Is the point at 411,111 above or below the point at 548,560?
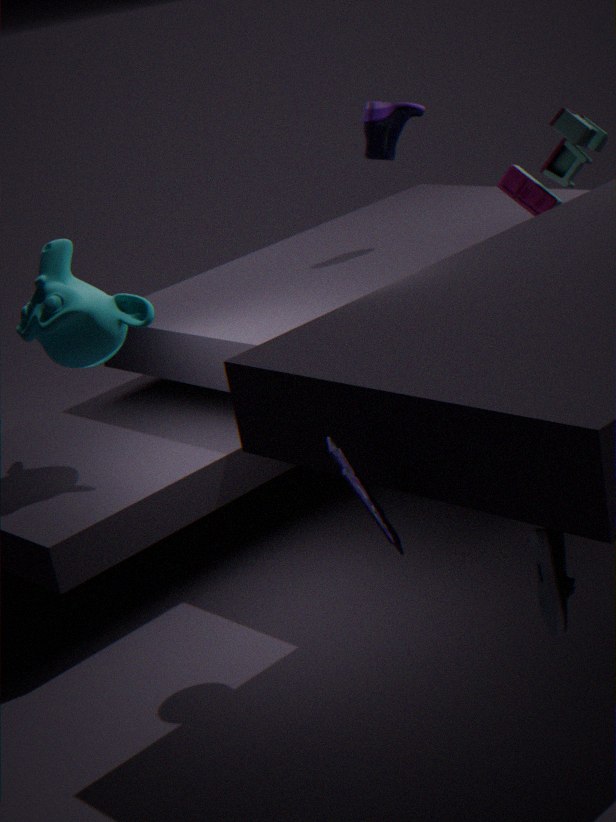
above
